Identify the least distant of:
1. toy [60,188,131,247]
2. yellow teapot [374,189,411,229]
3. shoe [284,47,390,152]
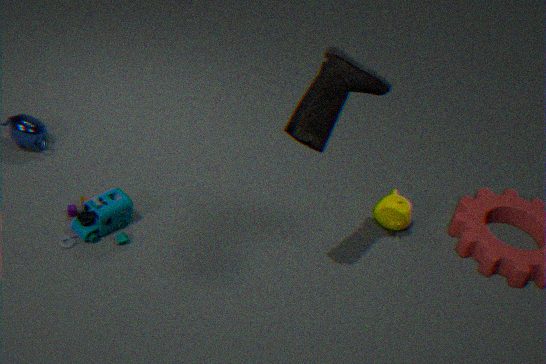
shoe [284,47,390,152]
